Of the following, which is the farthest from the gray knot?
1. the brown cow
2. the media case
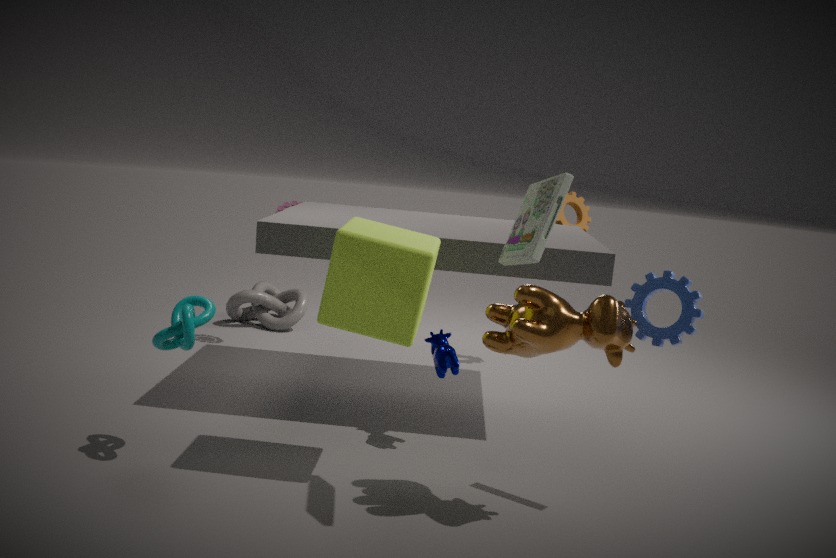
the media case
